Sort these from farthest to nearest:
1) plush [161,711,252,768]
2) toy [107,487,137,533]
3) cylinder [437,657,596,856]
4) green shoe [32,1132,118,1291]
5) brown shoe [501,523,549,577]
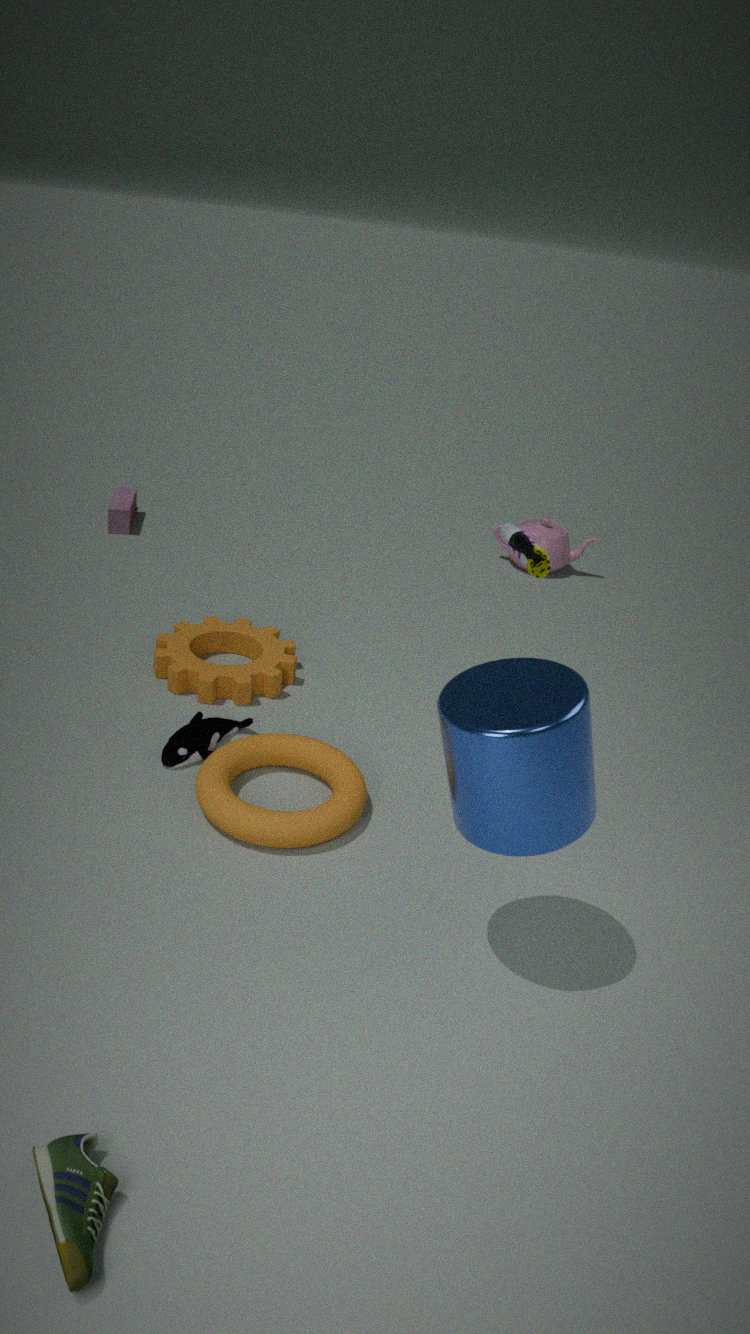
2. toy [107,487,137,533] → 1. plush [161,711,252,768] → 5. brown shoe [501,523,549,577] → 3. cylinder [437,657,596,856] → 4. green shoe [32,1132,118,1291]
